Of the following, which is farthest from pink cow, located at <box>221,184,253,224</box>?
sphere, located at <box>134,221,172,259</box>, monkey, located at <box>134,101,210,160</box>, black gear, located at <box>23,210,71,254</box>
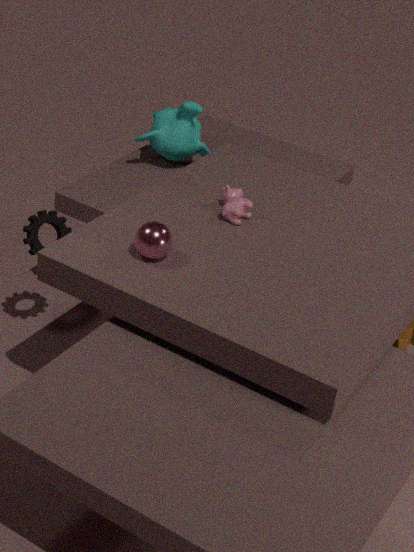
black gear, located at <box>23,210,71,254</box>
